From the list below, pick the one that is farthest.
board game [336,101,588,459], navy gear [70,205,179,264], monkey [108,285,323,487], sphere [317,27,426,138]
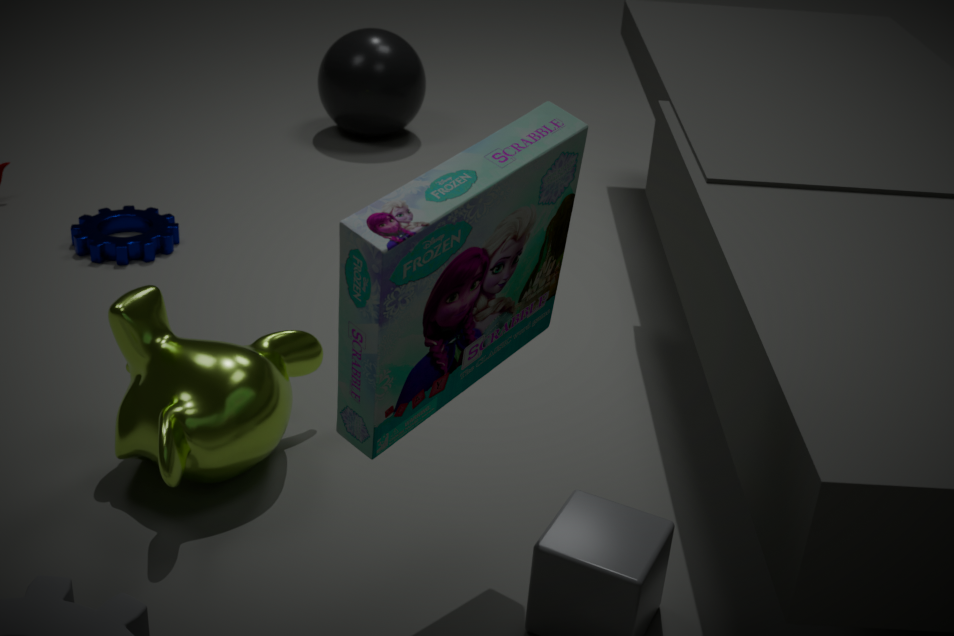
sphere [317,27,426,138]
